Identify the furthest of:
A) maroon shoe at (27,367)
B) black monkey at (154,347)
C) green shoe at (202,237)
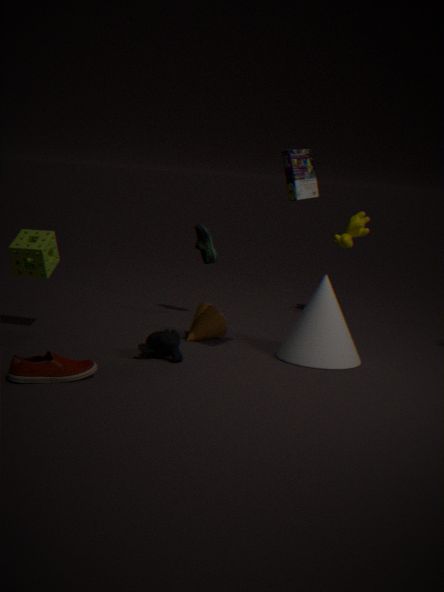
green shoe at (202,237)
